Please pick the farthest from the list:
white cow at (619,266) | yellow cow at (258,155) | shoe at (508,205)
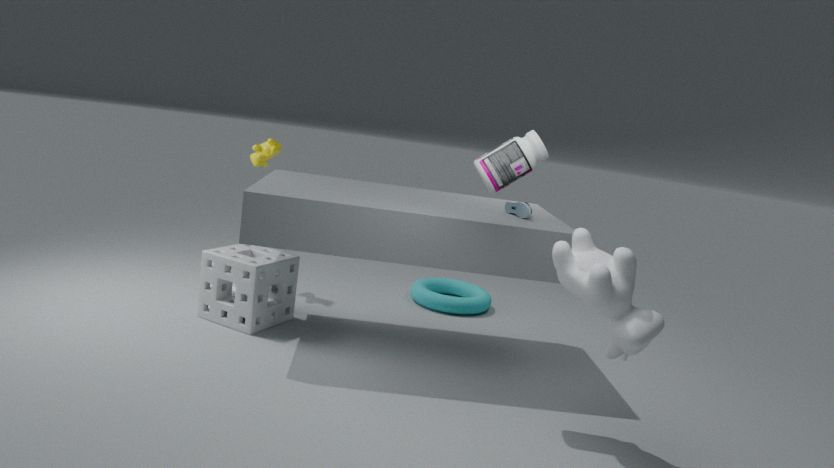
yellow cow at (258,155)
